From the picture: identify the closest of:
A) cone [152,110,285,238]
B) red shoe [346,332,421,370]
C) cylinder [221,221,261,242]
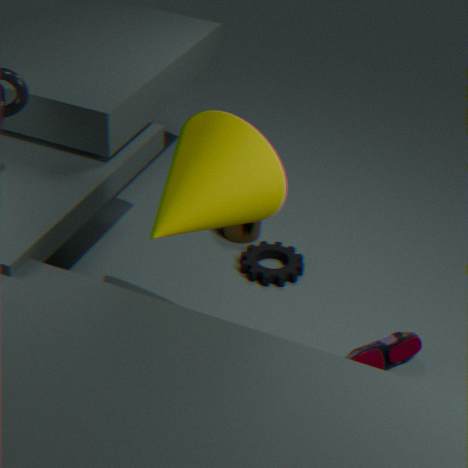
cone [152,110,285,238]
